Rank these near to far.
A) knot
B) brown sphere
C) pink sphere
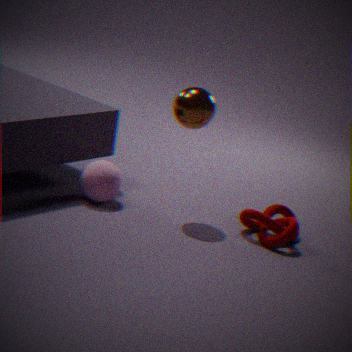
knot → brown sphere → pink sphere
